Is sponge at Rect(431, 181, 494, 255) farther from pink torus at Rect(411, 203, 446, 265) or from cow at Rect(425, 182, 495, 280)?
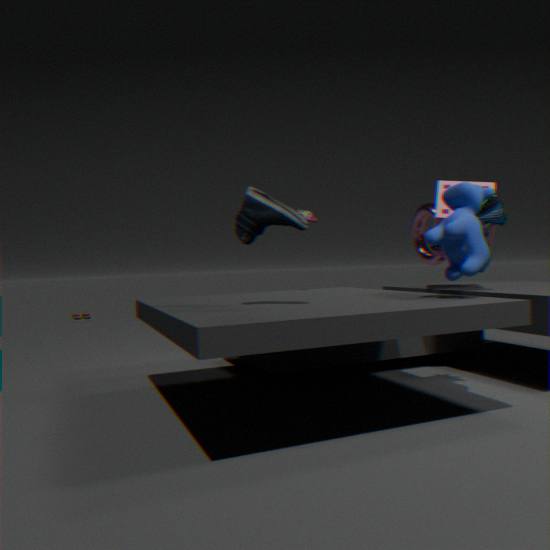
cow at Rect(425, 182, 495, 280)
